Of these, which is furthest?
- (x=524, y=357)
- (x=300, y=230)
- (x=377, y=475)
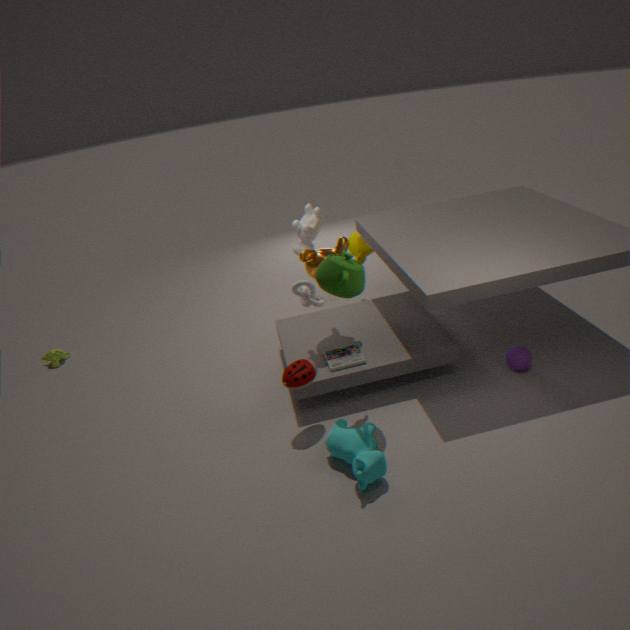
(x=300, y=230)
